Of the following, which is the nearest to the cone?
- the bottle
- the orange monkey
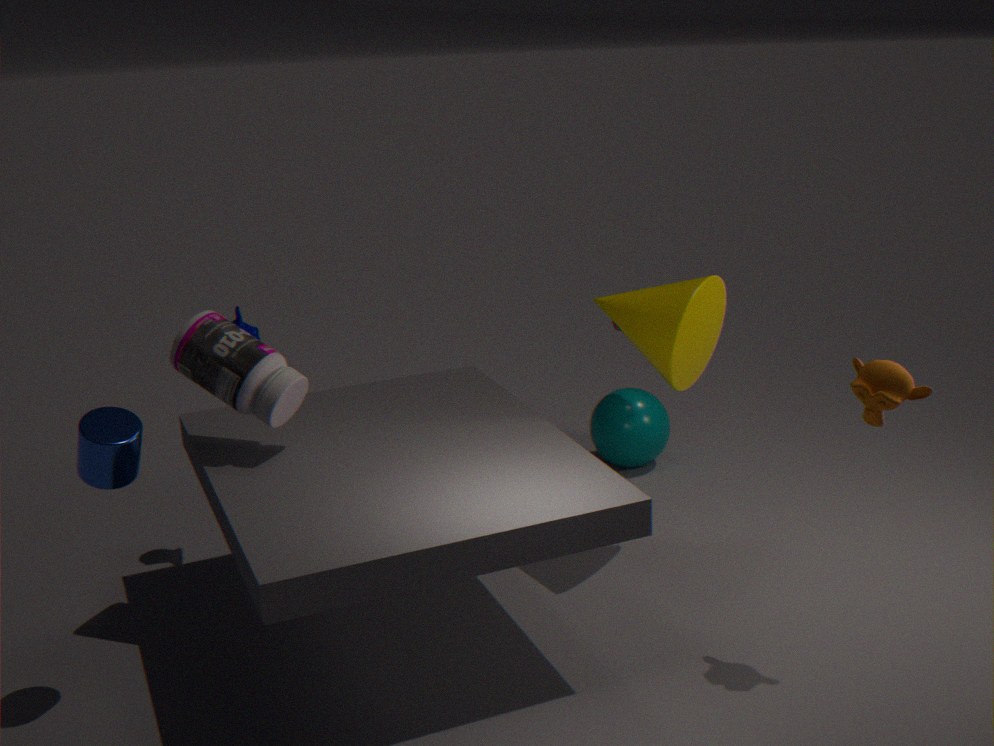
the orange monkey
